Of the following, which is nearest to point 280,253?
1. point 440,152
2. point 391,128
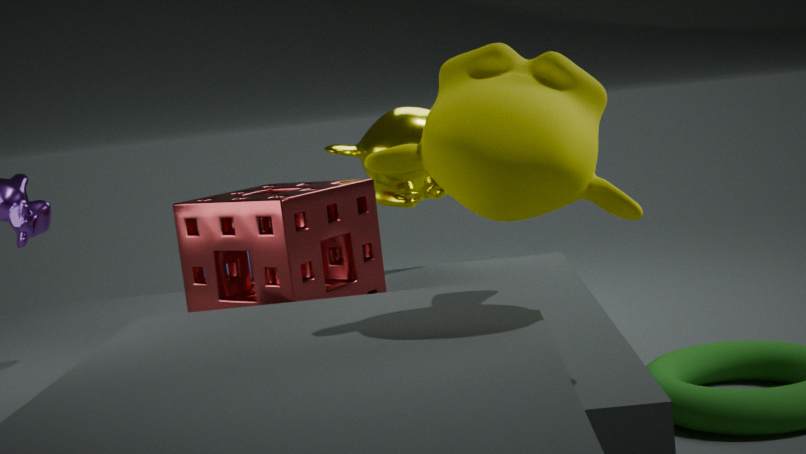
point 391,128
